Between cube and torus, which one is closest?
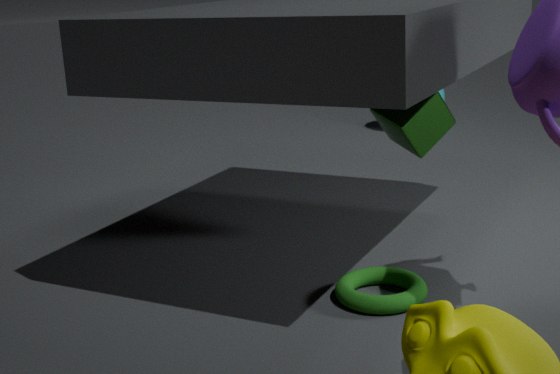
torus
